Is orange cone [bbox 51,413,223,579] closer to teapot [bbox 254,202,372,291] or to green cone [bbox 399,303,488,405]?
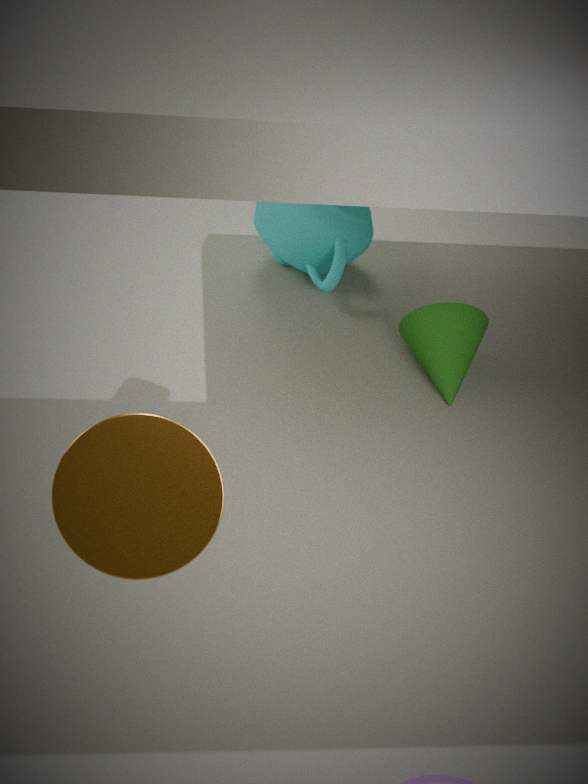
green cone [bbox 399,303,488,405]
